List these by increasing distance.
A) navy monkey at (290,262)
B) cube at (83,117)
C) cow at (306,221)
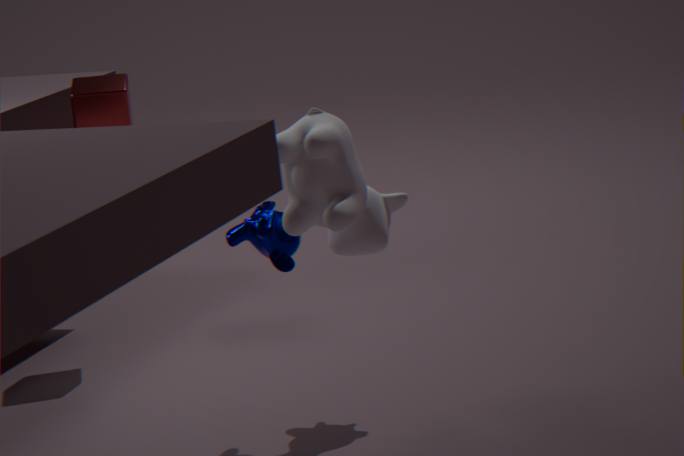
cow at (306,221)
navy monkey at (290,262)
cube at (83,117)
